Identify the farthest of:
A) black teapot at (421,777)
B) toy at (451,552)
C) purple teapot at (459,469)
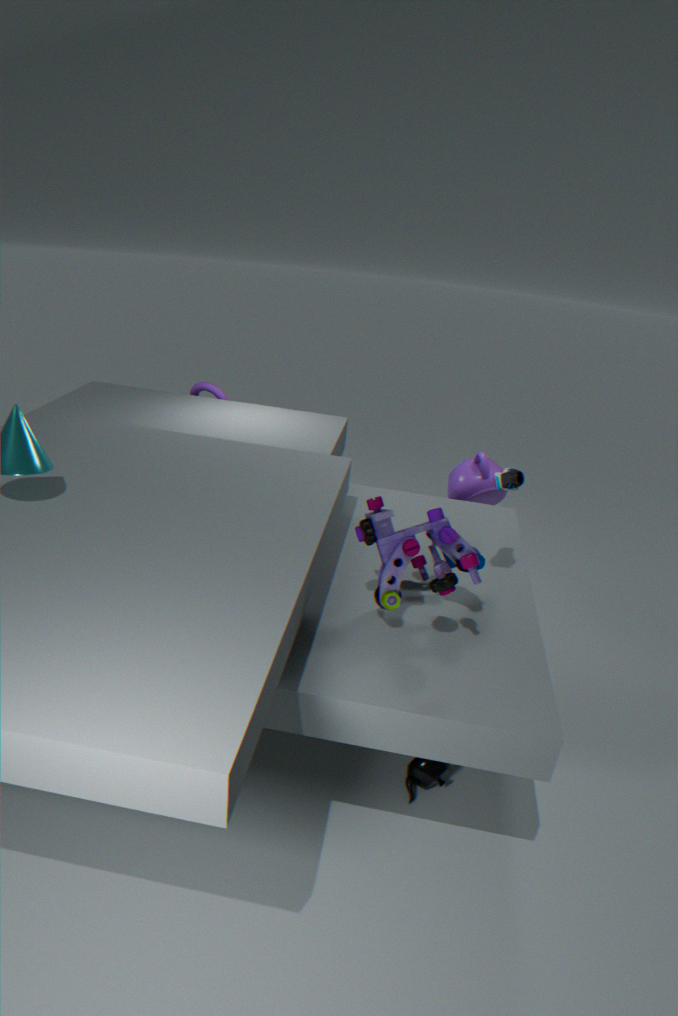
purple teapot at (459,469)
